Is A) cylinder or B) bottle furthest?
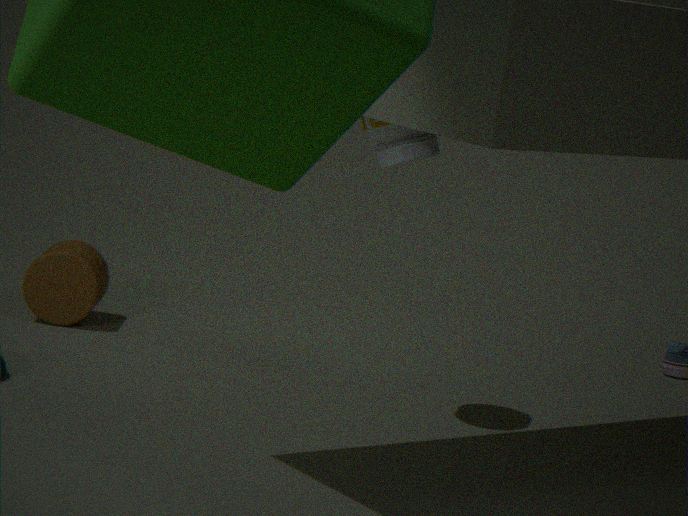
A. cylinder
